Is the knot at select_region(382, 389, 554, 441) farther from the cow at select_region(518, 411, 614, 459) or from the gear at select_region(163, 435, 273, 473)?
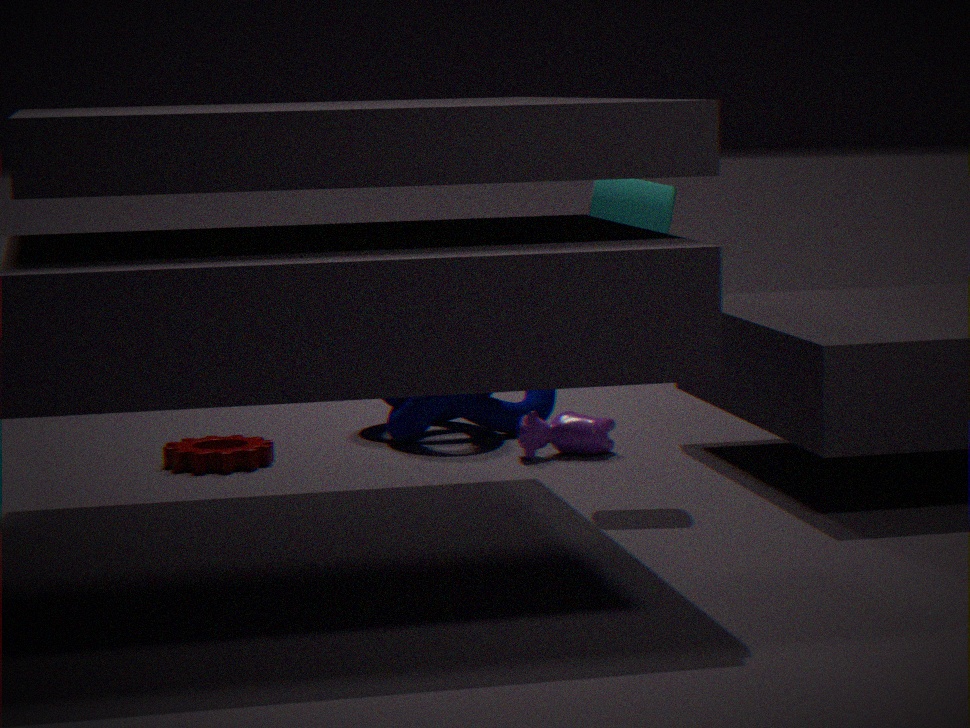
the gear at select_region(163, 435, 273, 473)
